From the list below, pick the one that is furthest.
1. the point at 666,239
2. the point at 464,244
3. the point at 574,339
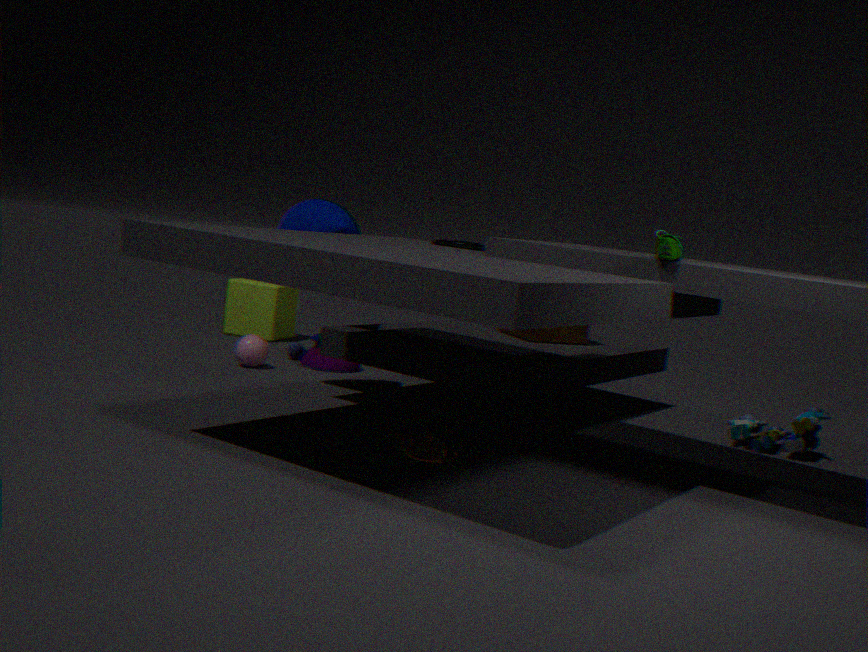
the point at 574,339
